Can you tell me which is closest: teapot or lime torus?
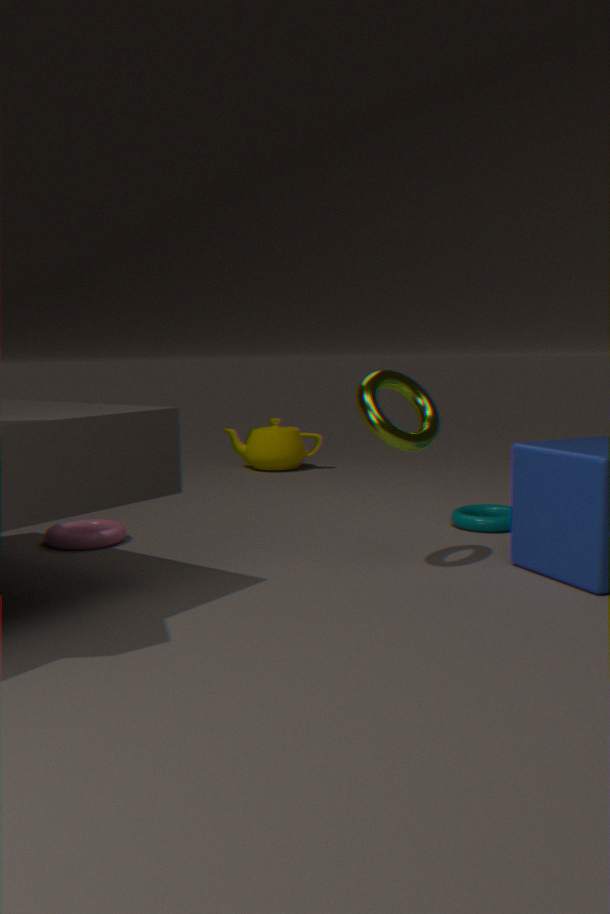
lime torus
